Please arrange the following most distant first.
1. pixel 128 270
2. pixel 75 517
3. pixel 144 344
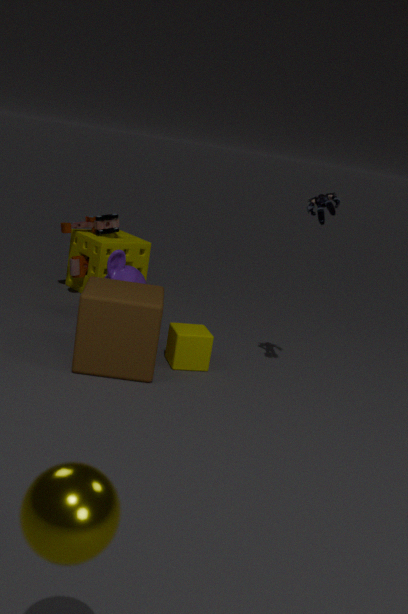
pixel 128 270, pixel 144 344, pixel 75 517
